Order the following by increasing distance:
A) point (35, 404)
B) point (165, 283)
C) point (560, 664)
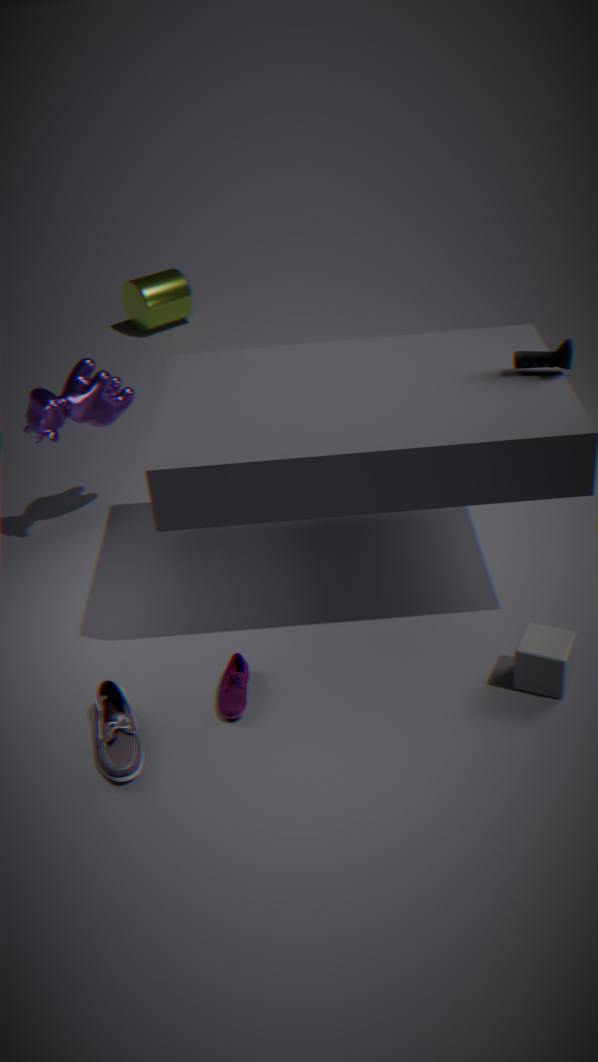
point (560, 664) → point (35, 404) → point (165, 283)
